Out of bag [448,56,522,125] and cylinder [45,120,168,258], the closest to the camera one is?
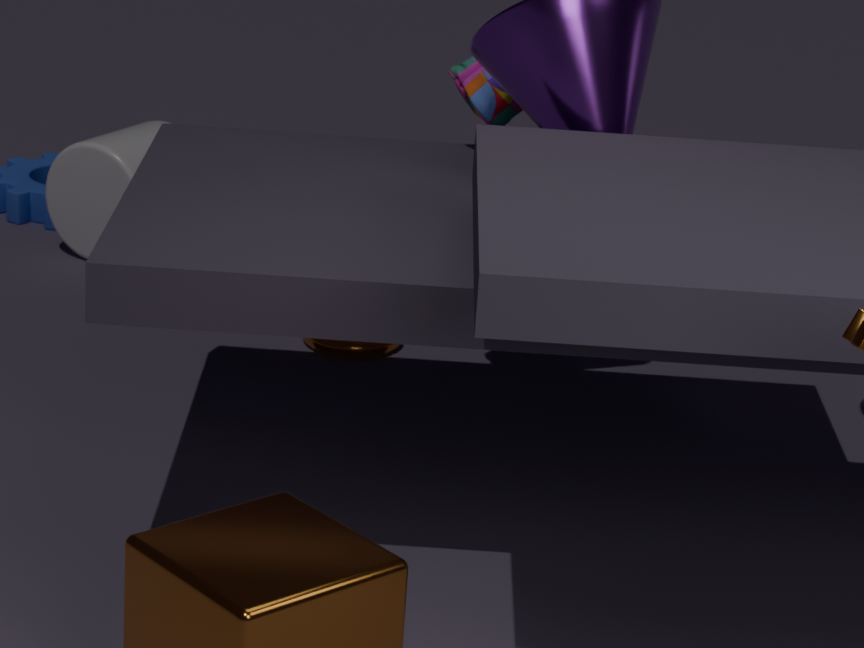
bag [448,56,522,125]
